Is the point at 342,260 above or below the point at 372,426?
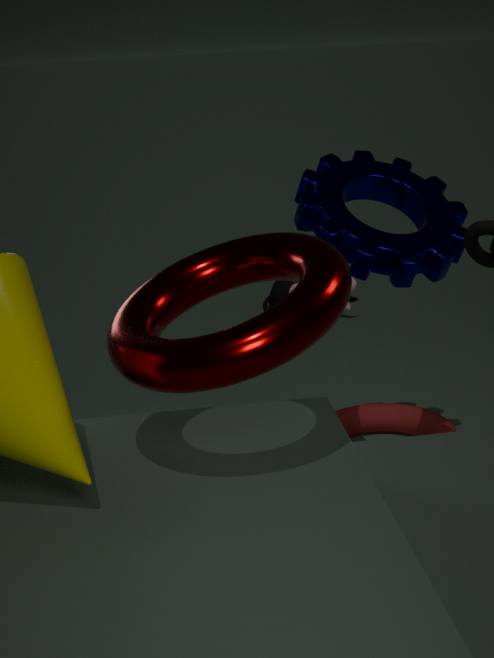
above
